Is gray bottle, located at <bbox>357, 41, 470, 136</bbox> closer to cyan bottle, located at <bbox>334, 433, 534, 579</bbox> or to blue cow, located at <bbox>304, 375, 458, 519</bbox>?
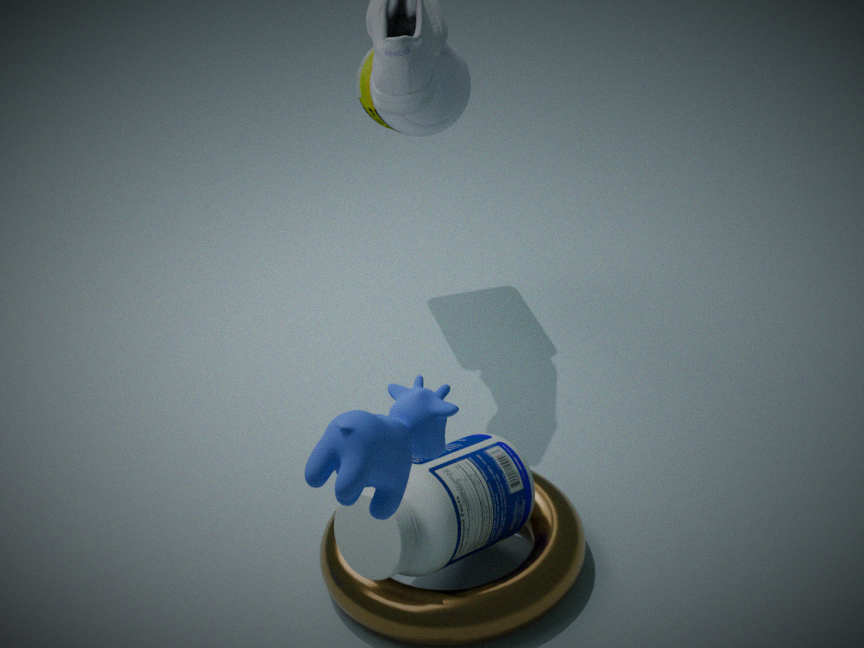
cyan bottle, located at <bbox>334, 433, 534, 579</bbox>
